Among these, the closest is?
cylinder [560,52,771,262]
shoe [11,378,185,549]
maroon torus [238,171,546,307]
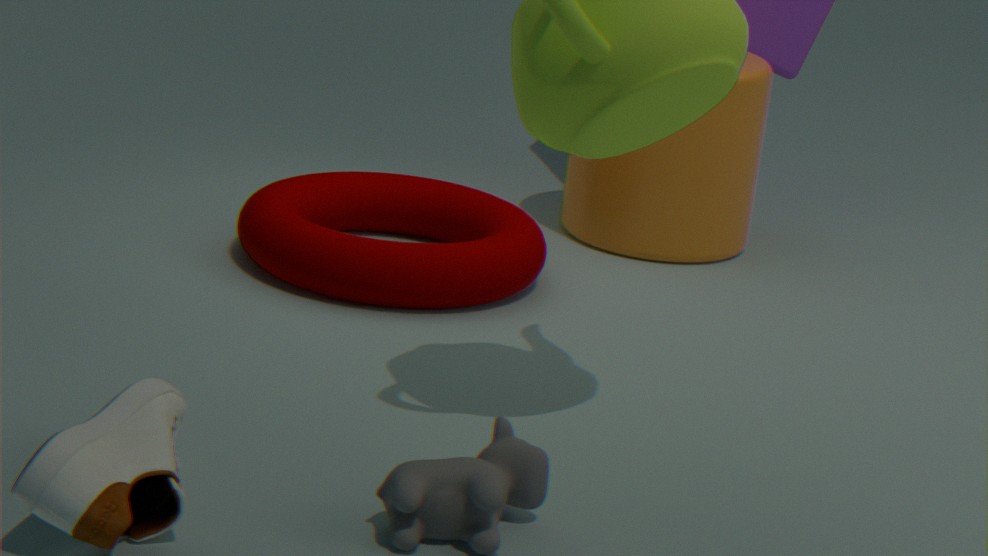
shoe [11,378,185,549]
